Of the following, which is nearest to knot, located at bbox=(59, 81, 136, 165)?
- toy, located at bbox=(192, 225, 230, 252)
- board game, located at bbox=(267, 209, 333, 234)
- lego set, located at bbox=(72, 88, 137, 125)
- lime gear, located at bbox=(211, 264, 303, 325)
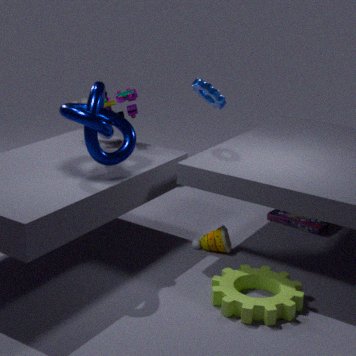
lego set, located at bbox=(72, 88, 137, 125)
